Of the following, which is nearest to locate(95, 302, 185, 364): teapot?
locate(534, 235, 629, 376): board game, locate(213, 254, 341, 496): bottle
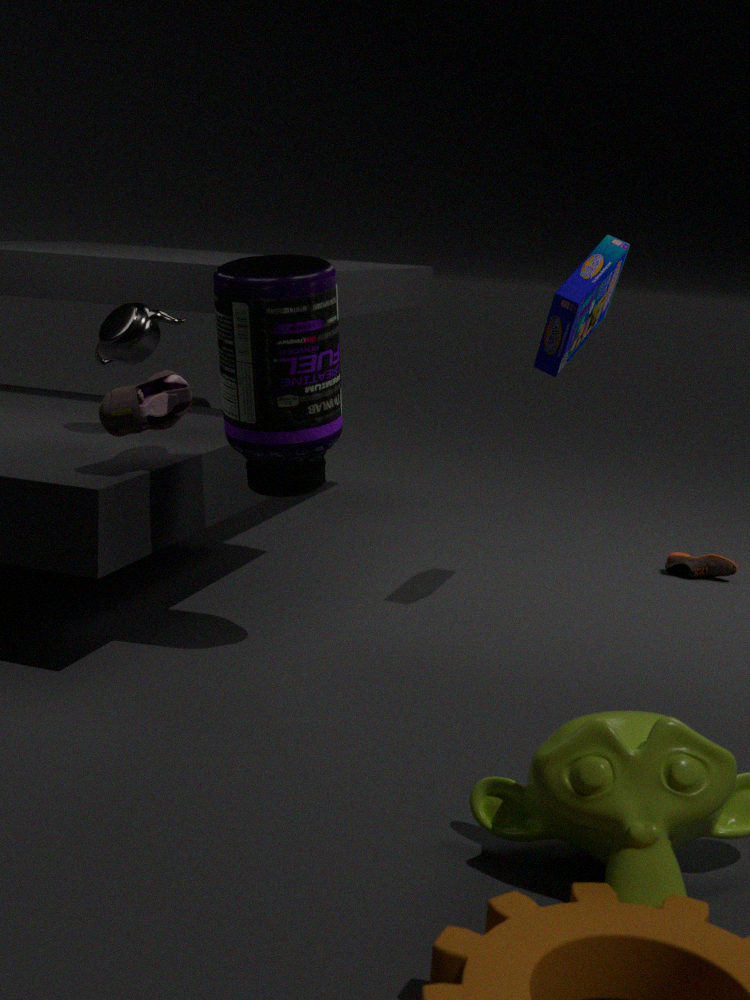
locate(213, 254, 341, 496): bottle
